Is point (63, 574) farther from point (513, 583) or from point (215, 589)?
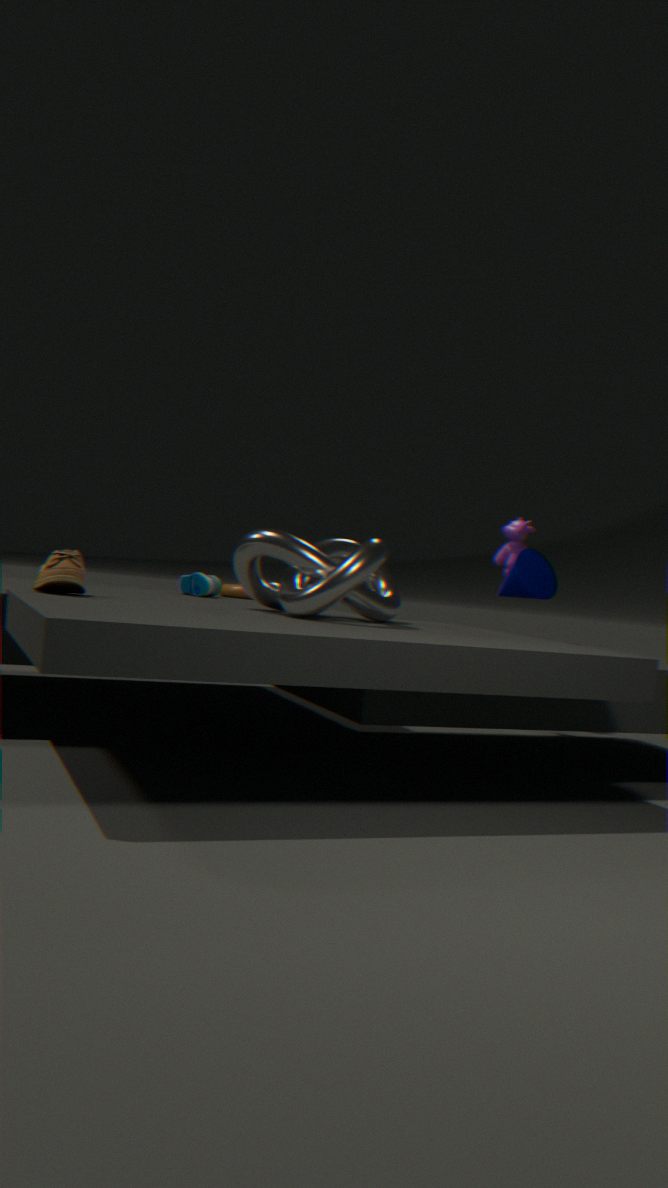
point (513, 583)
